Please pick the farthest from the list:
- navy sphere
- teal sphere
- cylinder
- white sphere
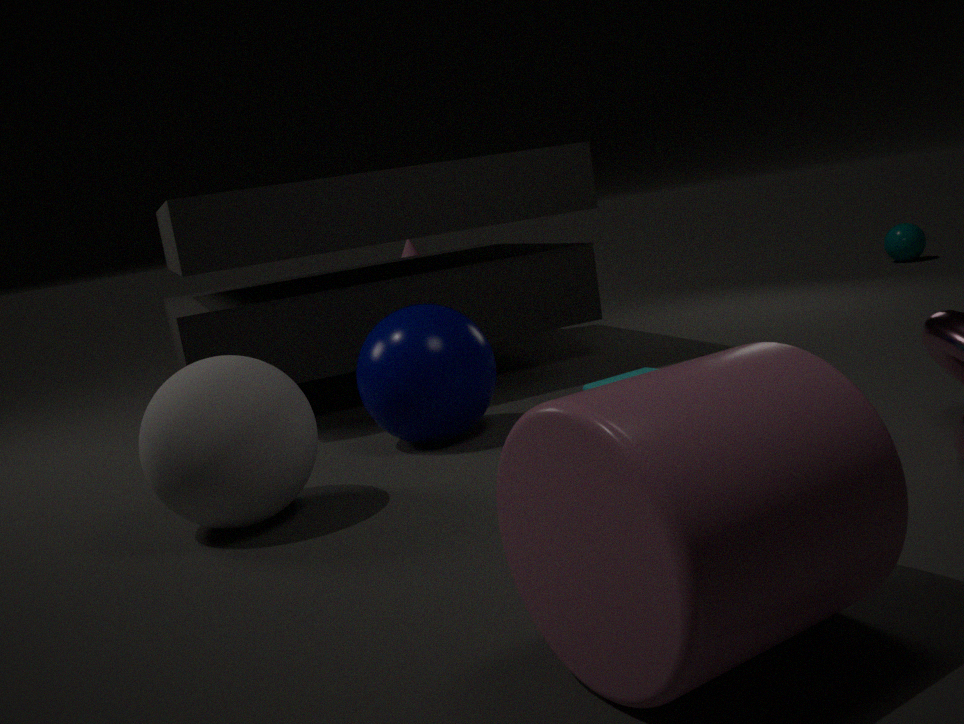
teal sphere
